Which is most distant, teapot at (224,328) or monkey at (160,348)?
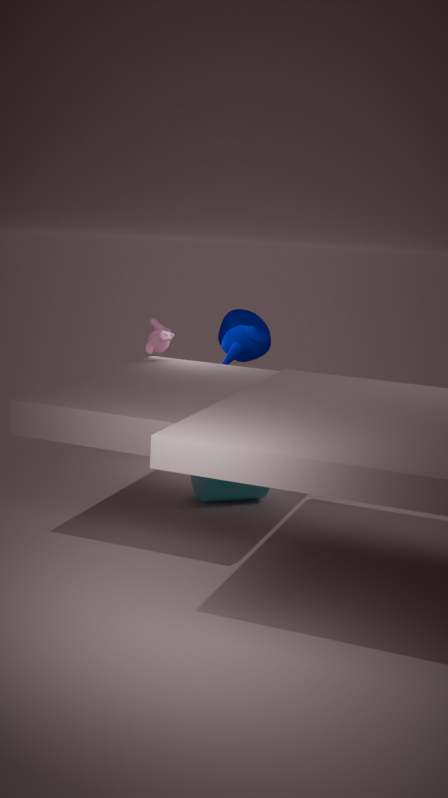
teapot at (224,328)
